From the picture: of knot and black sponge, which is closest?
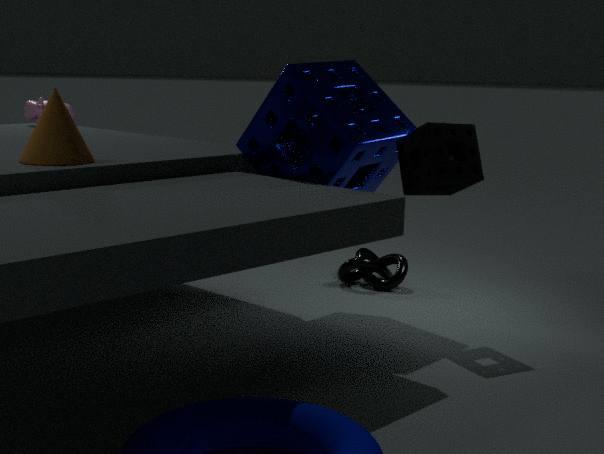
black sponge
